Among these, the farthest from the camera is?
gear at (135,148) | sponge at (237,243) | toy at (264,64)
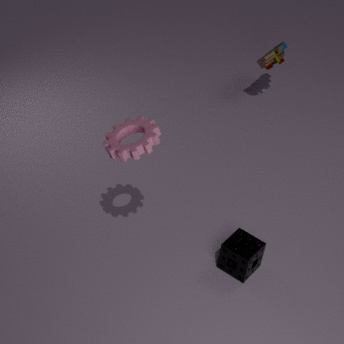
toy at (264,64)
